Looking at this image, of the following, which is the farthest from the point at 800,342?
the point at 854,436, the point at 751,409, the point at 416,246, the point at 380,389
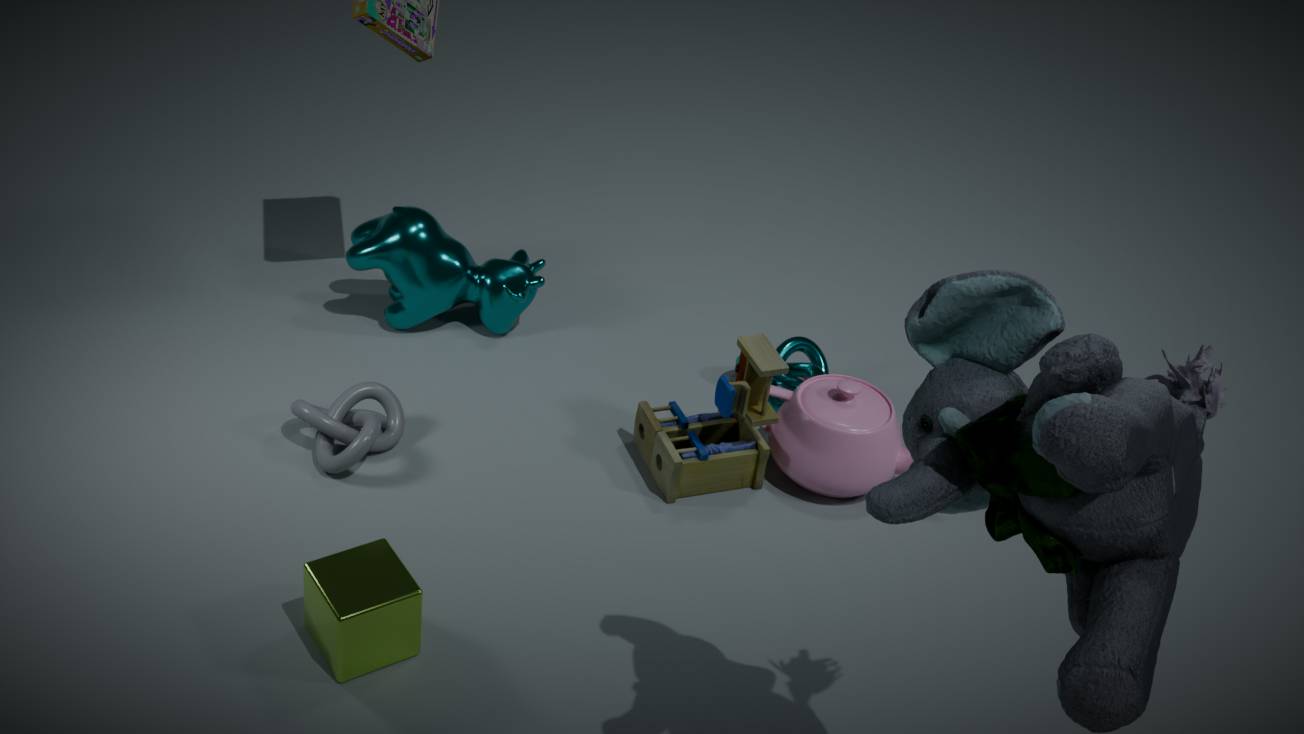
the point at 380,389
